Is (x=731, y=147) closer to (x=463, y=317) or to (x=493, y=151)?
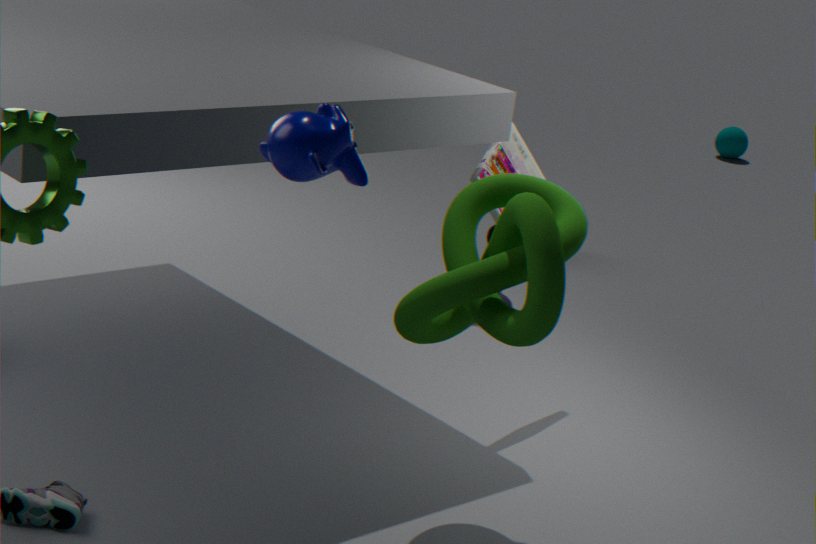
(x=493, y=151)
